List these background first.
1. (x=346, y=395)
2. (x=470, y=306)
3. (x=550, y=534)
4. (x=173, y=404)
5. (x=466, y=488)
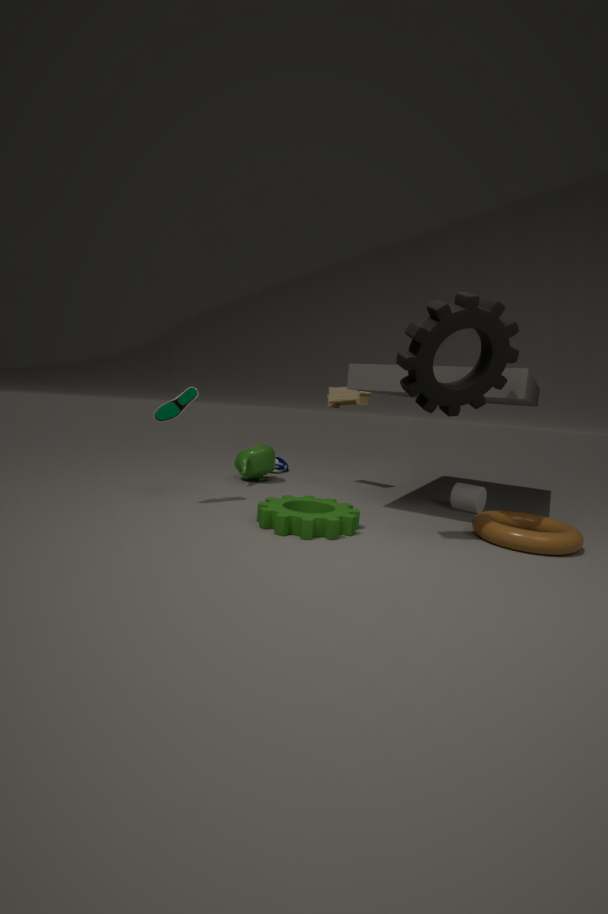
(x=346, y=395), (x=466, y=488), (x=173, y=404), (x=550, y=534), (x=470, y=306)
